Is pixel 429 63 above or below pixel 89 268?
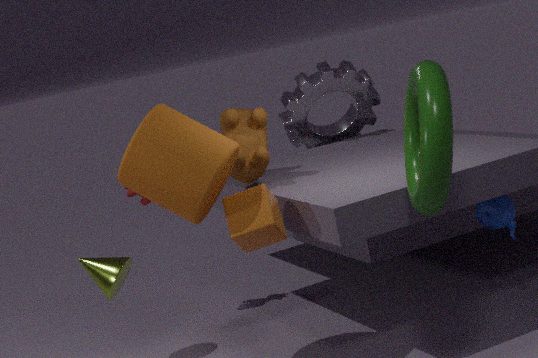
above
